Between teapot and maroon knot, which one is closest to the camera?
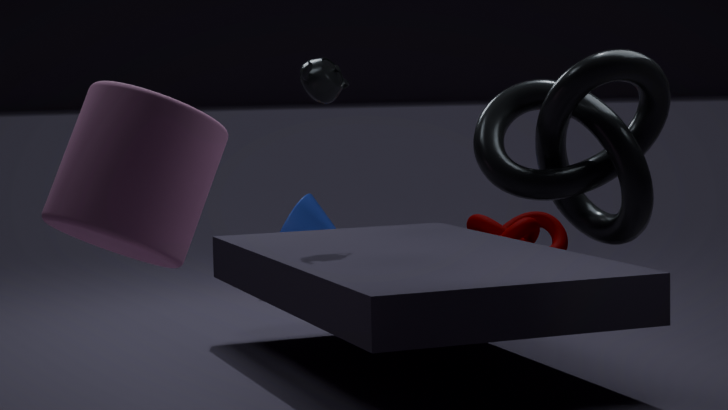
teapot
